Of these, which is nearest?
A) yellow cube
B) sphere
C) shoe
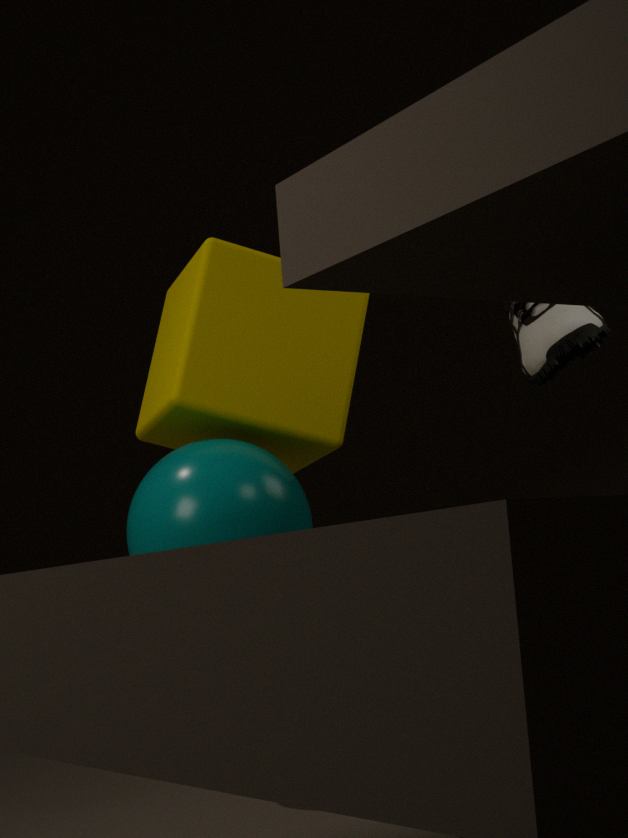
sphere
